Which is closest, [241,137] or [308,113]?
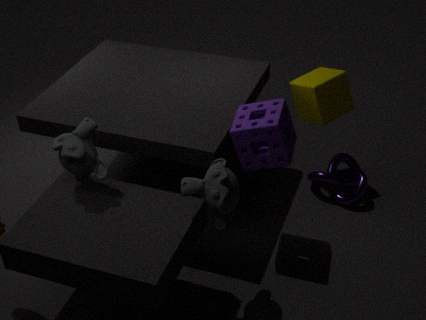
[241,137]
